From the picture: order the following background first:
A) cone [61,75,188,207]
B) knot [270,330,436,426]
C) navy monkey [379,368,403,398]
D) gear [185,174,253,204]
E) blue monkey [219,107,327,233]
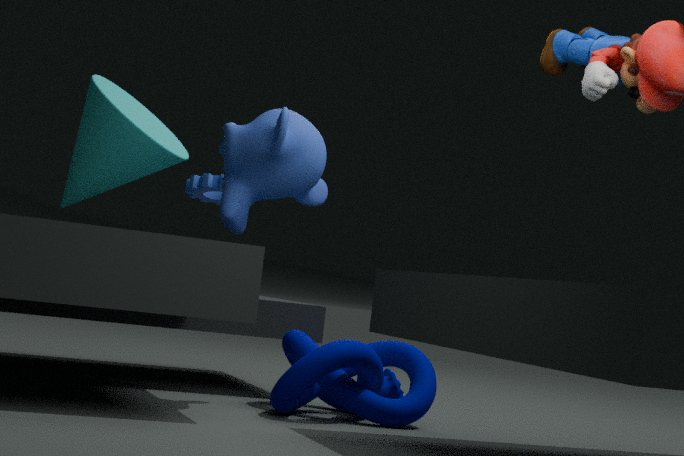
gear [185,174,253,204], cone [61,75,188,207], navy monkey [379,368,403,398], knot [270,330,436,426], blue monkey [219,107,327,233]
